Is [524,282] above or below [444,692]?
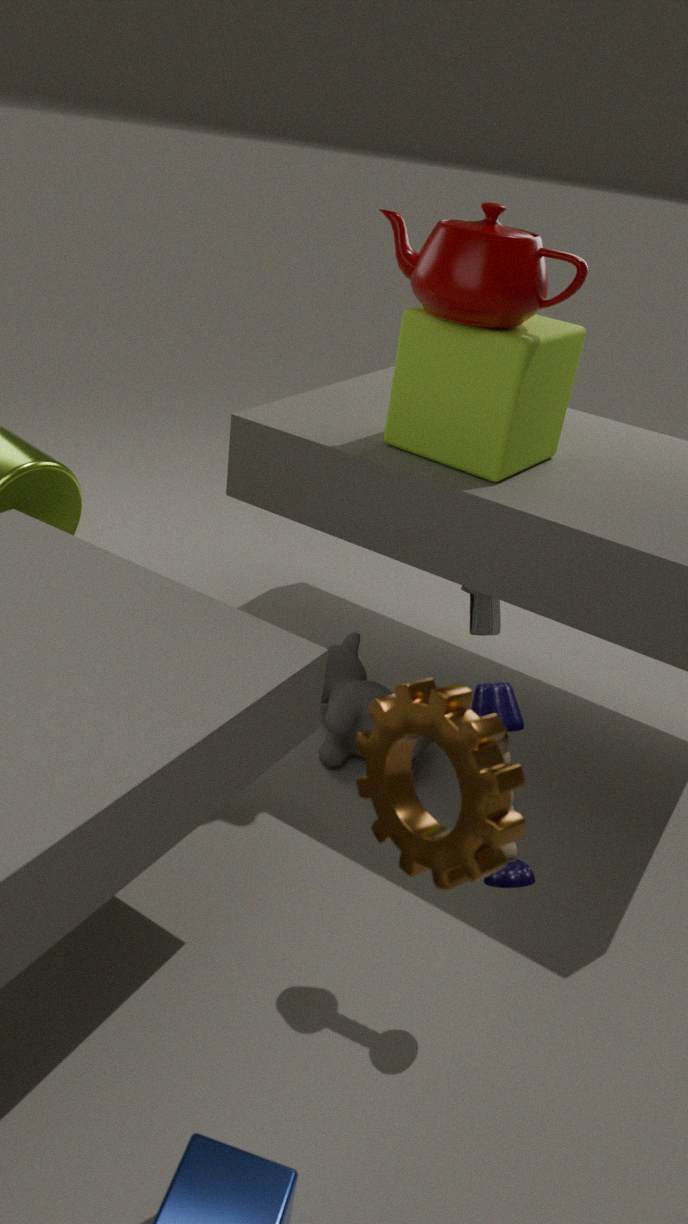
above
